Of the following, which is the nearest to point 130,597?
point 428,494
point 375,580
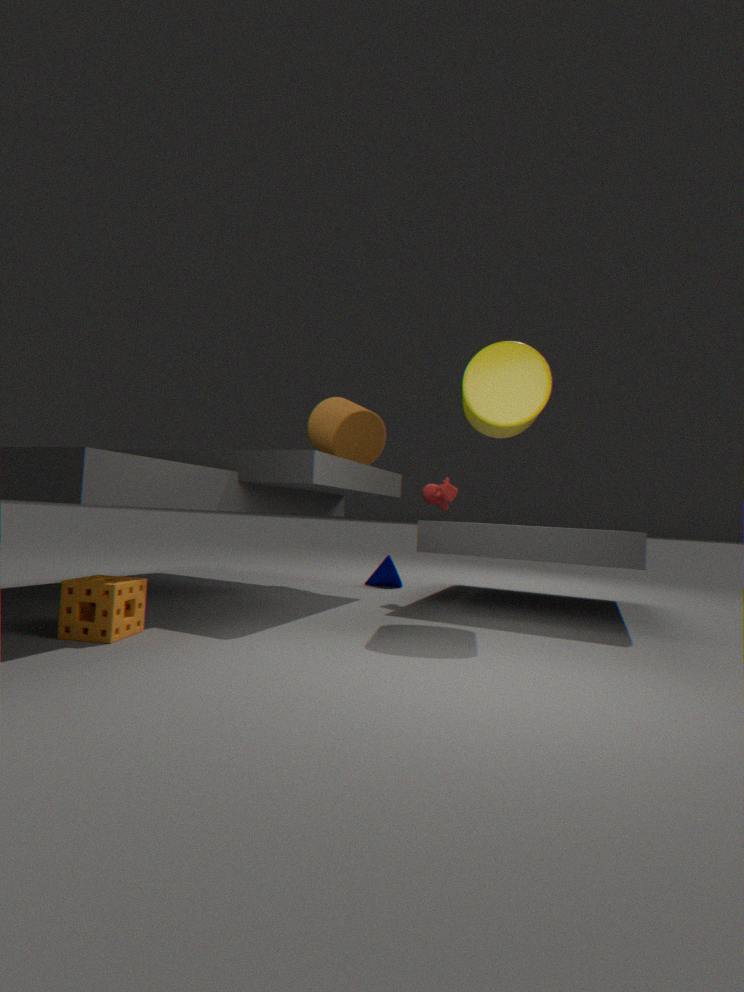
point 428,494
